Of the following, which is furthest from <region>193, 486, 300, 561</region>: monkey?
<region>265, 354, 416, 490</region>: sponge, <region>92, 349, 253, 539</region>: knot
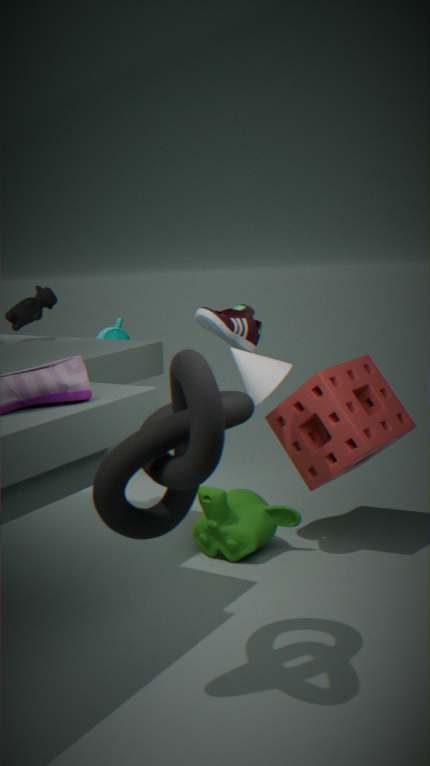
<region>92, 349, 253, 539</region>: knot
